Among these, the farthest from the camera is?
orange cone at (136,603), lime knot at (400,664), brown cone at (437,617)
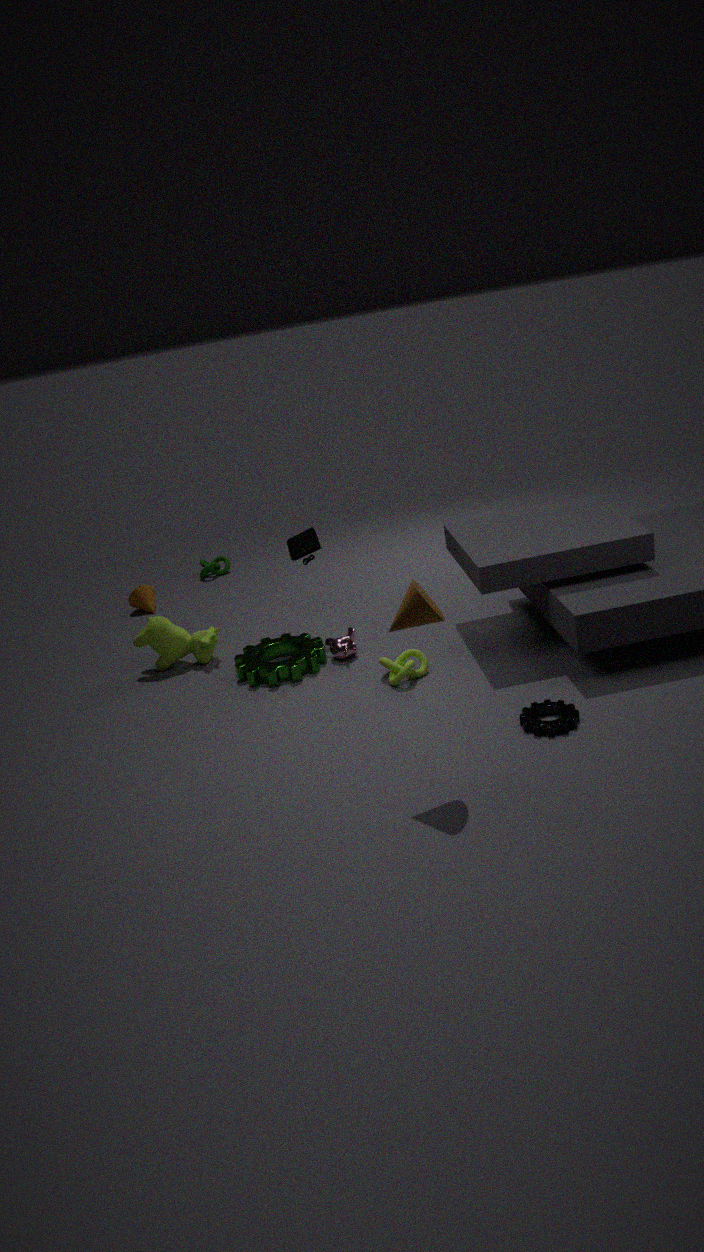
orange cone at (136,603)
